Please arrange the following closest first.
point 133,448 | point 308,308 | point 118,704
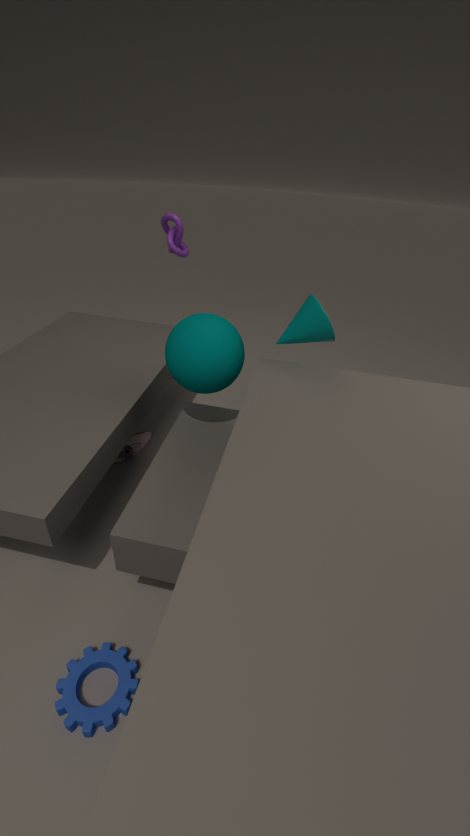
1. point 118,704
2. point 308,308
3. point 133,448
